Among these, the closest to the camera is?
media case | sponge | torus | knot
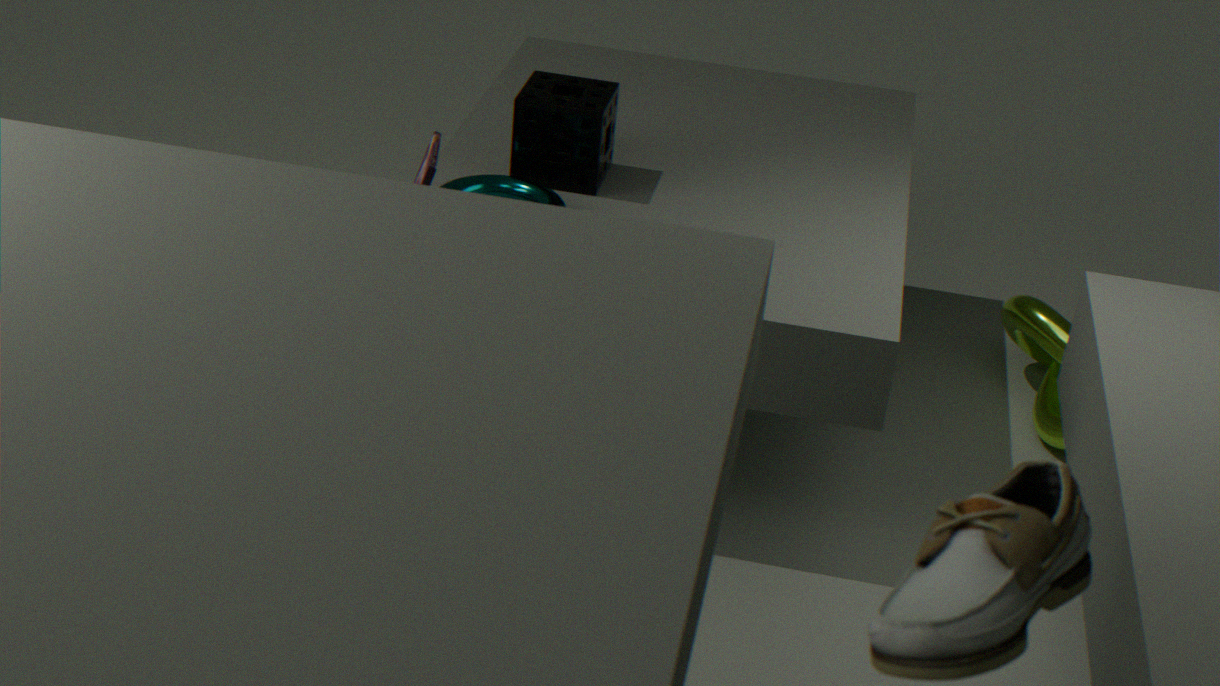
media case
